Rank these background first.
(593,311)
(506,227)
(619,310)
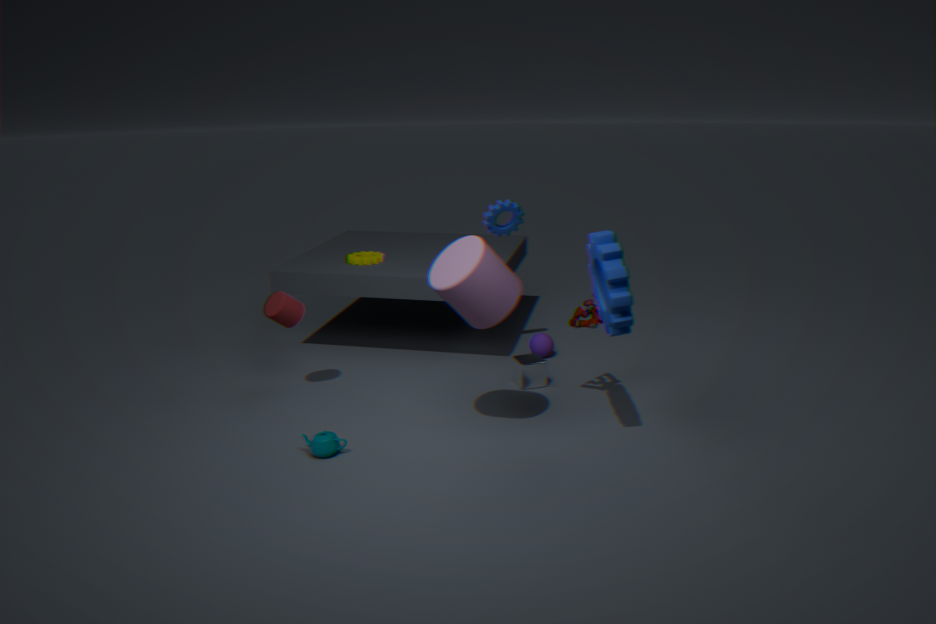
(506,227), (593,311), (619,310)
